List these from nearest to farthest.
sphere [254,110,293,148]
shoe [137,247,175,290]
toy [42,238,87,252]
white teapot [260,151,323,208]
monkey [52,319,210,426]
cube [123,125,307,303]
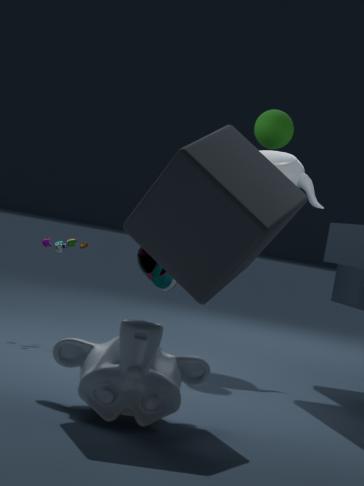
cube [123,125,307,303] → monkey [52,319,210,426] → shoe [137,247,175,290] → toy [42,238,87,252] → sphere [254,110,293,148] → white teapot [260,151,323,208]
